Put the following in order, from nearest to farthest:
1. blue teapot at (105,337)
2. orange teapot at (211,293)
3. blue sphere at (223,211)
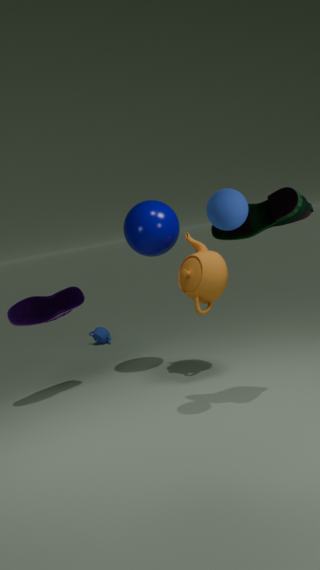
blue sphere at (223,211), orange teapot at (211,293), blue teapot at (105,337)
